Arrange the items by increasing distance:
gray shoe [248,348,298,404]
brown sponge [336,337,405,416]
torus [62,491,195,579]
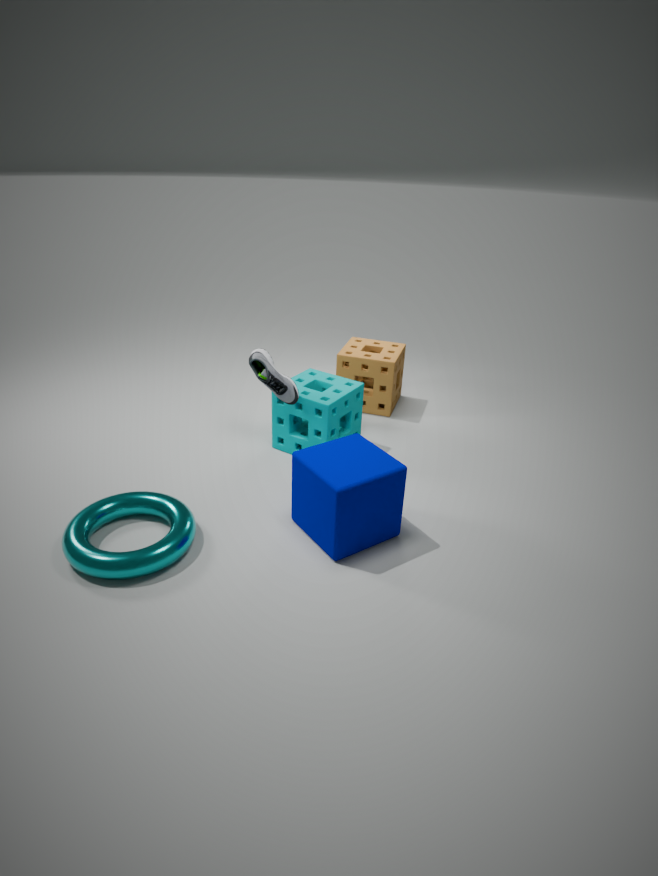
torus [62,491,195,579]
gray shoe [248,348,298,404]
brown sponge [336,337,405,416]
